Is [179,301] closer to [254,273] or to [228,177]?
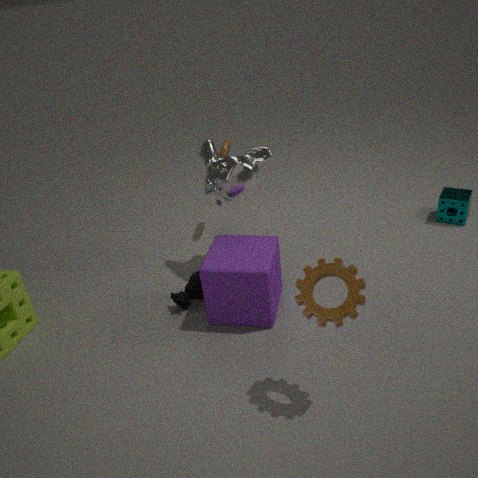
[254,273]
